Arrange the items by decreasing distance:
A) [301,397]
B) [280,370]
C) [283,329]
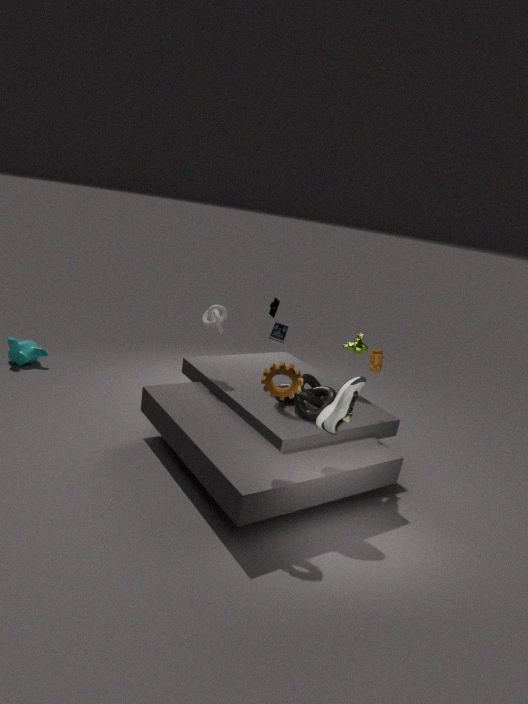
C. [283,329]
A. [301,397]
B. [280,370]
